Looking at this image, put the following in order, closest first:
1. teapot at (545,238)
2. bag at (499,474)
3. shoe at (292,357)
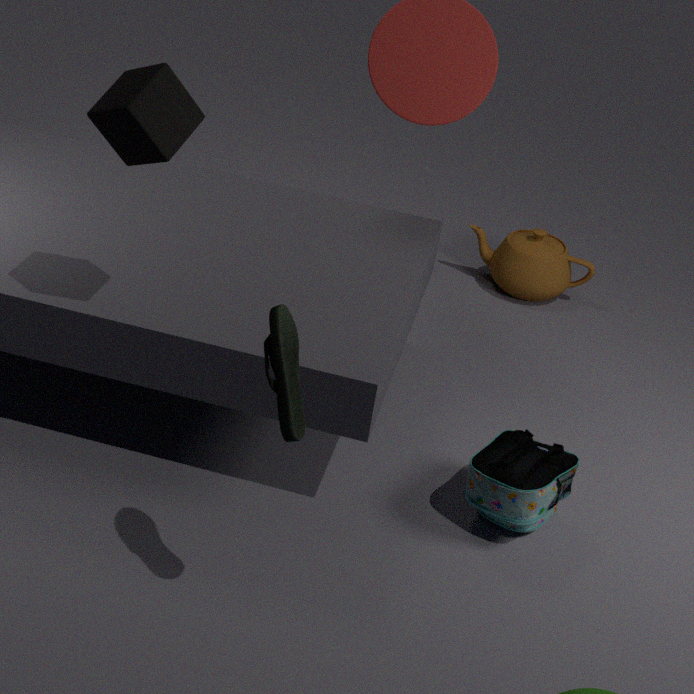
shoe at (292,357)
bag at (499,474)
teapot at (545,238)
